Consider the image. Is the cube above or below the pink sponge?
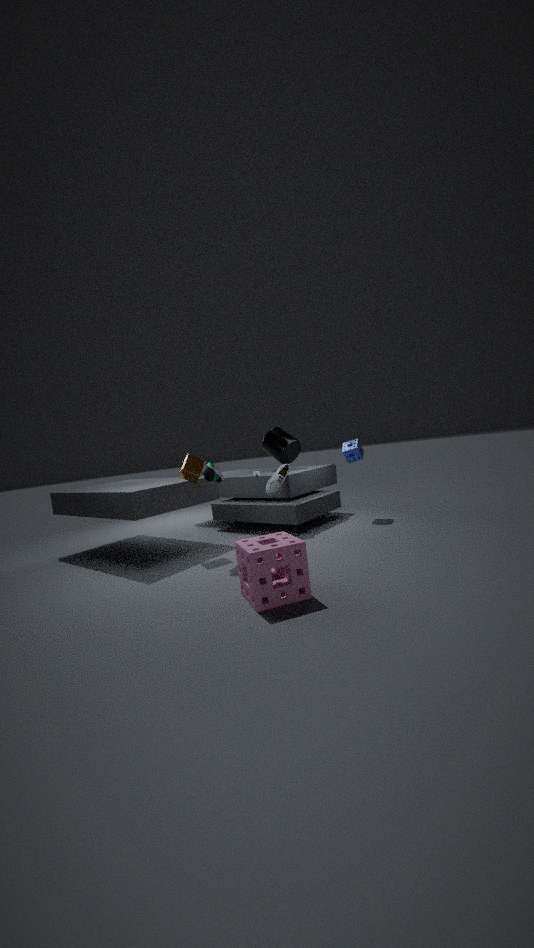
above
